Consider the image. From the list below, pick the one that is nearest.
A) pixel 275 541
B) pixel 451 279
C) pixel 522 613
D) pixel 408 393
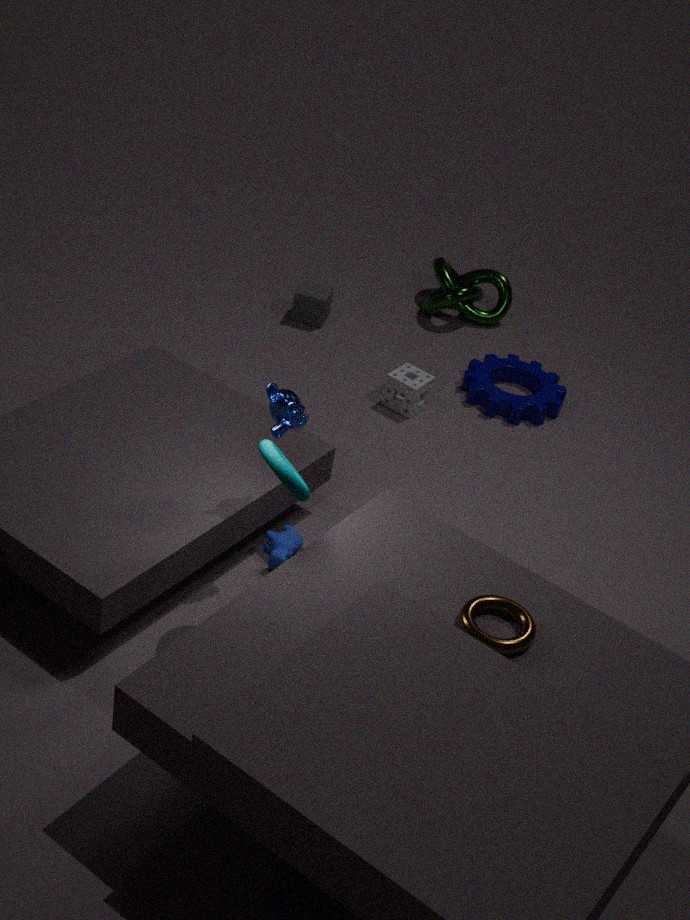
pixel 522 613
